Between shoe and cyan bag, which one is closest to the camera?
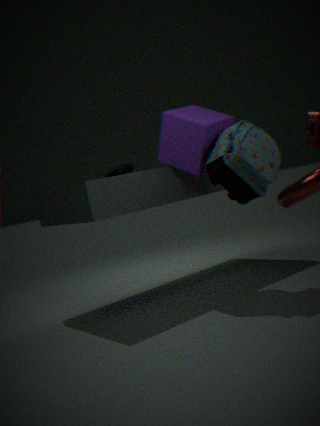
cyan bag
